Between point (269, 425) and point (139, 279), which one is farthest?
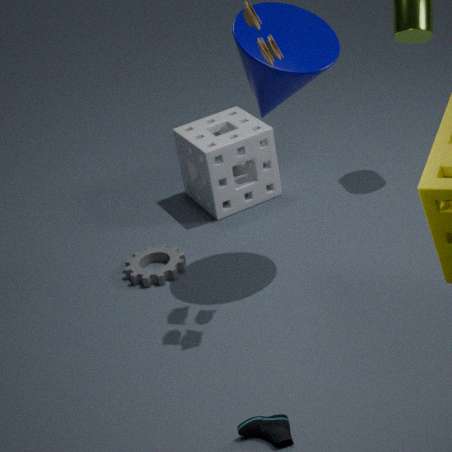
point (139, 279)
